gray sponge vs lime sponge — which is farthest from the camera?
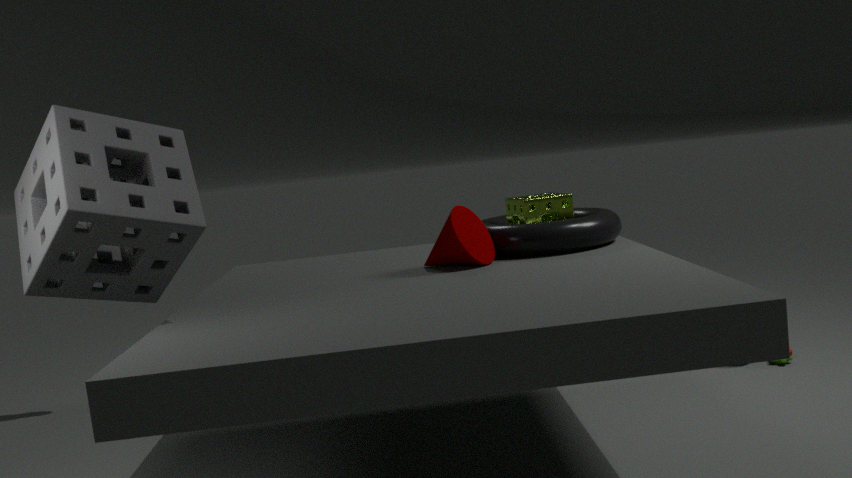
lime sponge
